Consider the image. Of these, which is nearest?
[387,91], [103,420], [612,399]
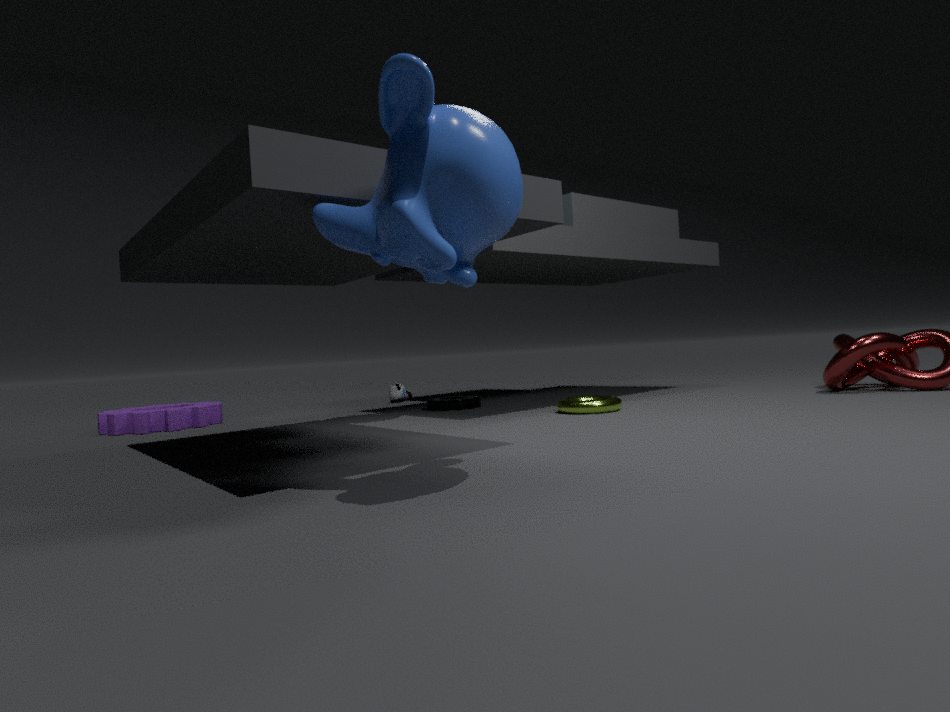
[387,91]
